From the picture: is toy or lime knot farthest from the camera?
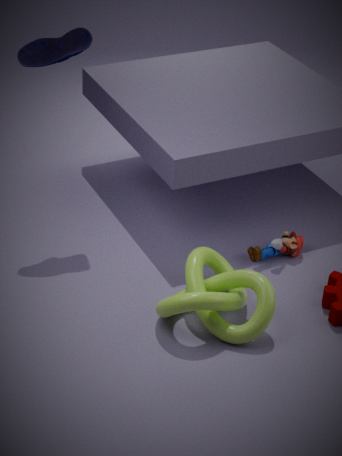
toy
